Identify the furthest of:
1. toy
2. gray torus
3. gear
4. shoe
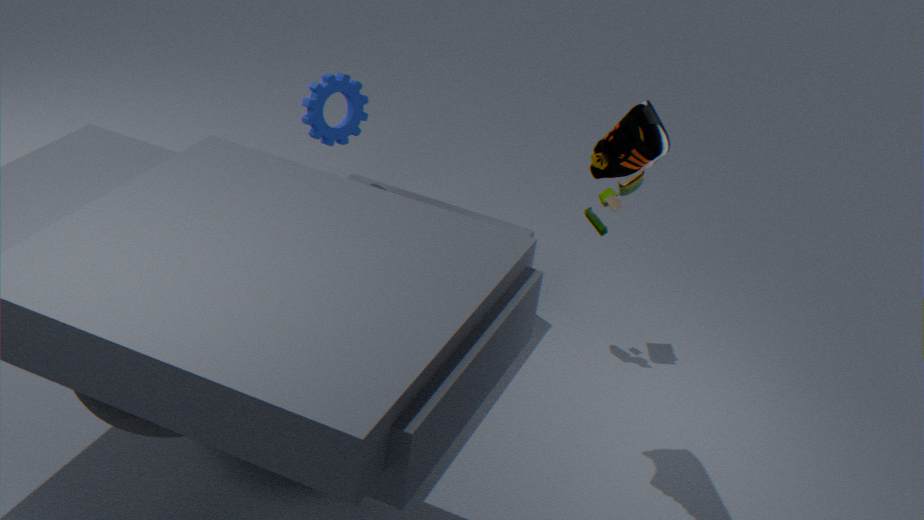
gear
